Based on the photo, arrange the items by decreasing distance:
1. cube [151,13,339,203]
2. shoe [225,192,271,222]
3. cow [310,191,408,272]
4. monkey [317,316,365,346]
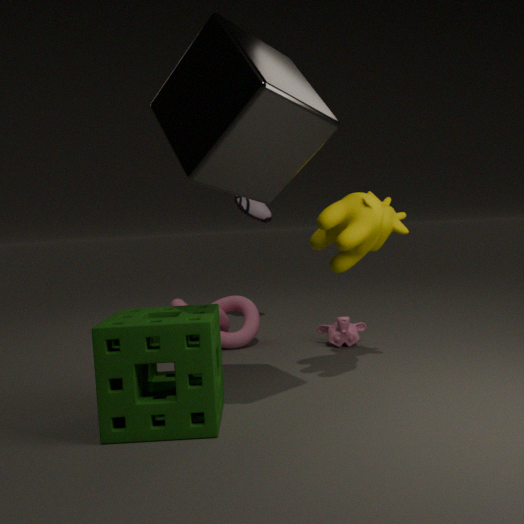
shoe [225,192,271,222]
monkey [317,316,365,346]
cow [310,191,408,272]
cube [151,13,339,203]
